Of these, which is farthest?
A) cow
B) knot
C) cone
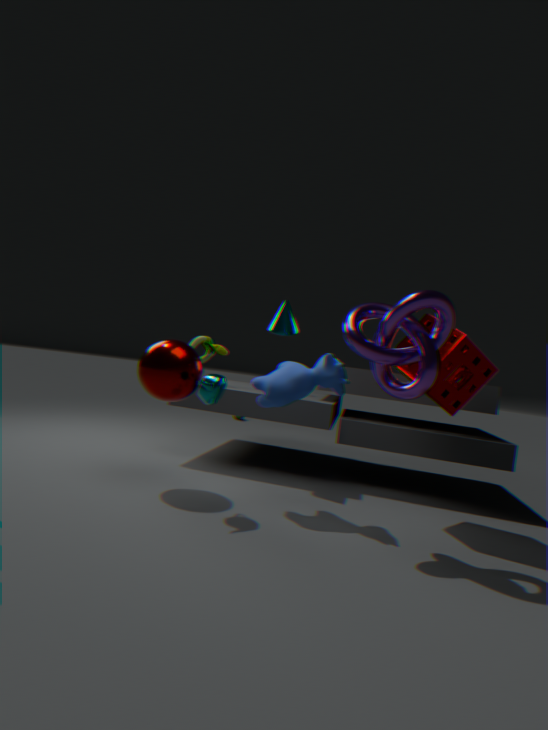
cone
